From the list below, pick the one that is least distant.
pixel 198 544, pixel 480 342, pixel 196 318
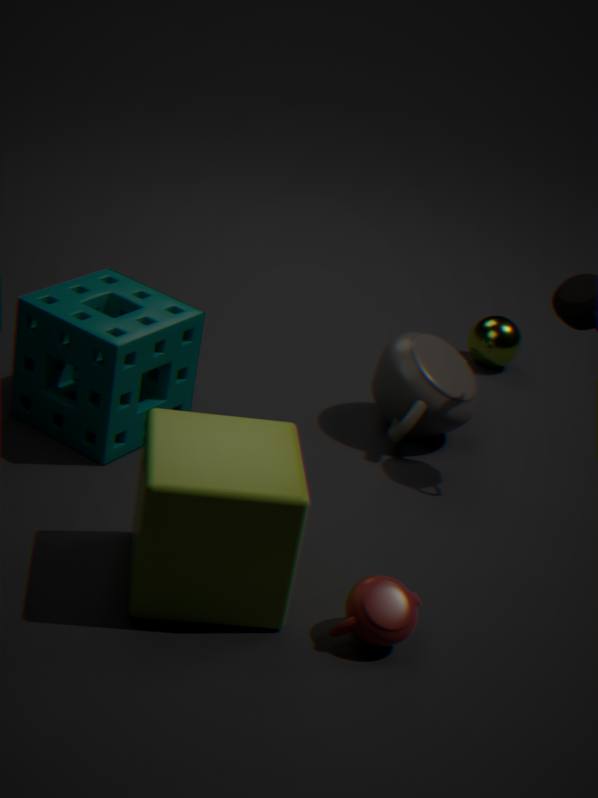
pixel 198 544
